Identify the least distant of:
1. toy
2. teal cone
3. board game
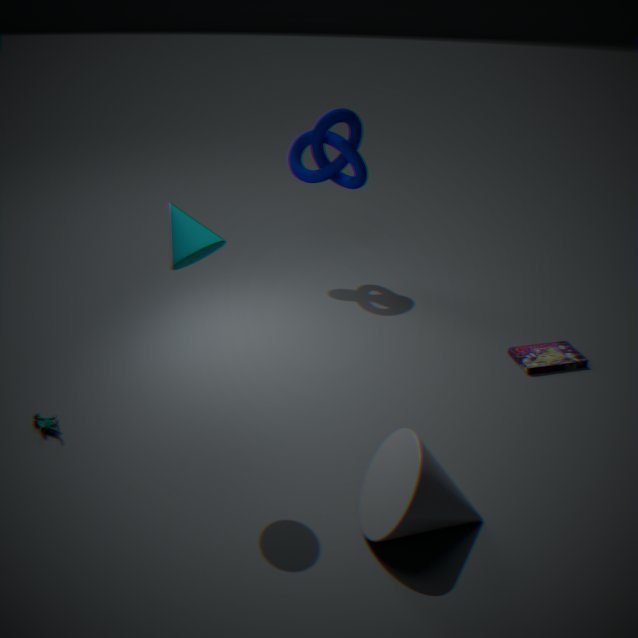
teal cone
